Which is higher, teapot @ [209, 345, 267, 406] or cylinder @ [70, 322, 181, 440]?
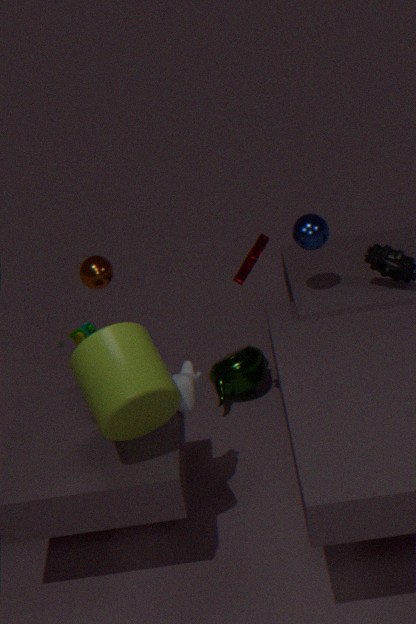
cylinder @ [70, 322, 181, 440]
